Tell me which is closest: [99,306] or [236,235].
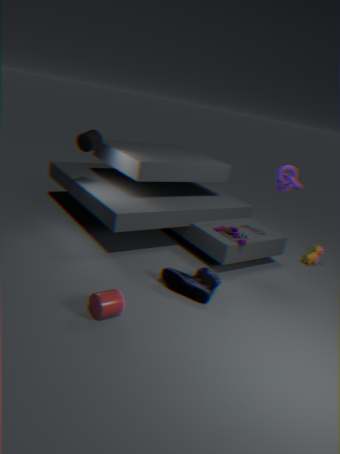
[99,306]
